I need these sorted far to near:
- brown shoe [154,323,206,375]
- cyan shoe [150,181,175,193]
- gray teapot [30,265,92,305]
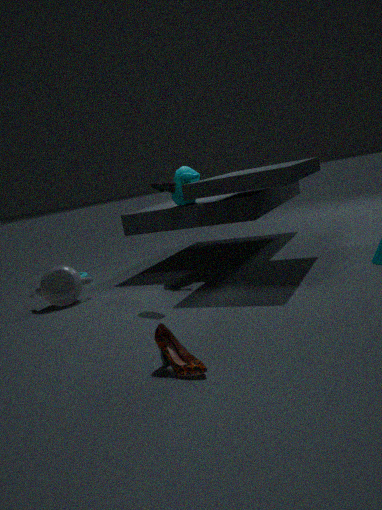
gray teapot [30,265,92,305], cyan shoe [150,181,175,193], brown shoe [154,323,206,375]
